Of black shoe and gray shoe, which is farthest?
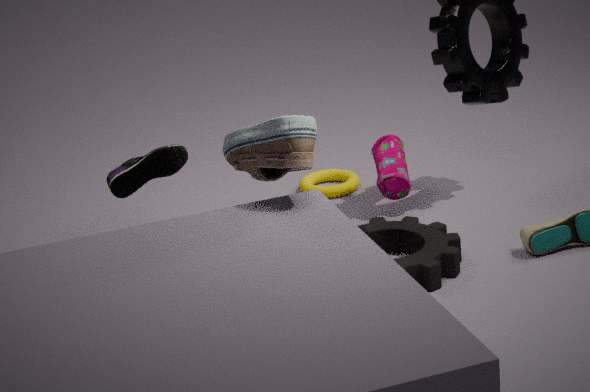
black shoe
